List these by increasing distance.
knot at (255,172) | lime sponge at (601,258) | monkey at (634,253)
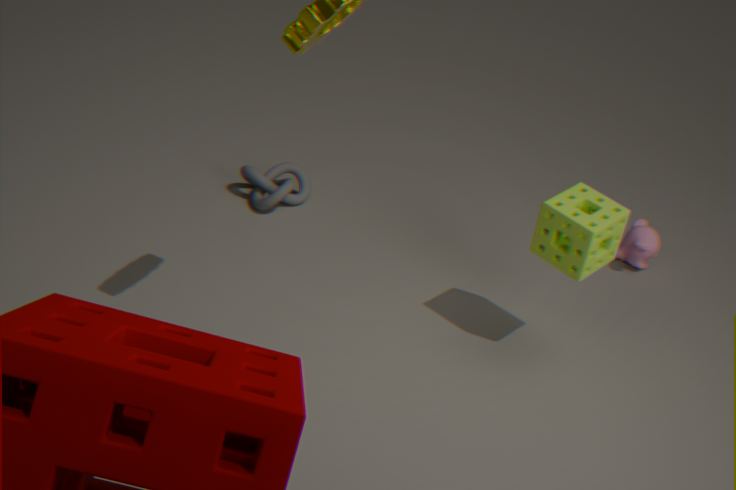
lime sponge at (601,258) → knot at (255,172) → monkey at (634,253)
